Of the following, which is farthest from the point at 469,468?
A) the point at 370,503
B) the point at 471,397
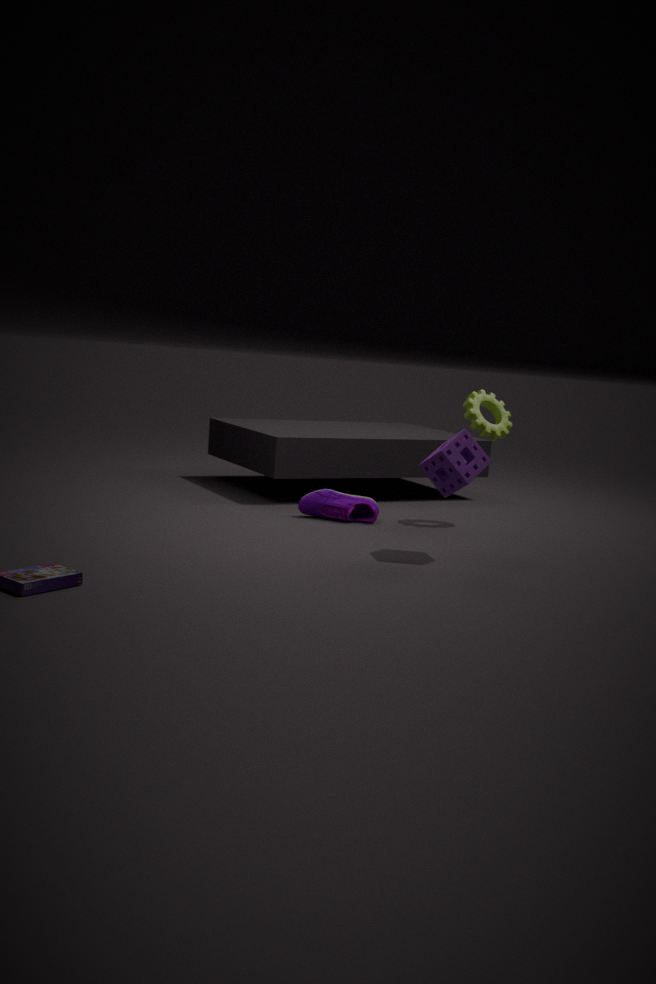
the point at 370,503
